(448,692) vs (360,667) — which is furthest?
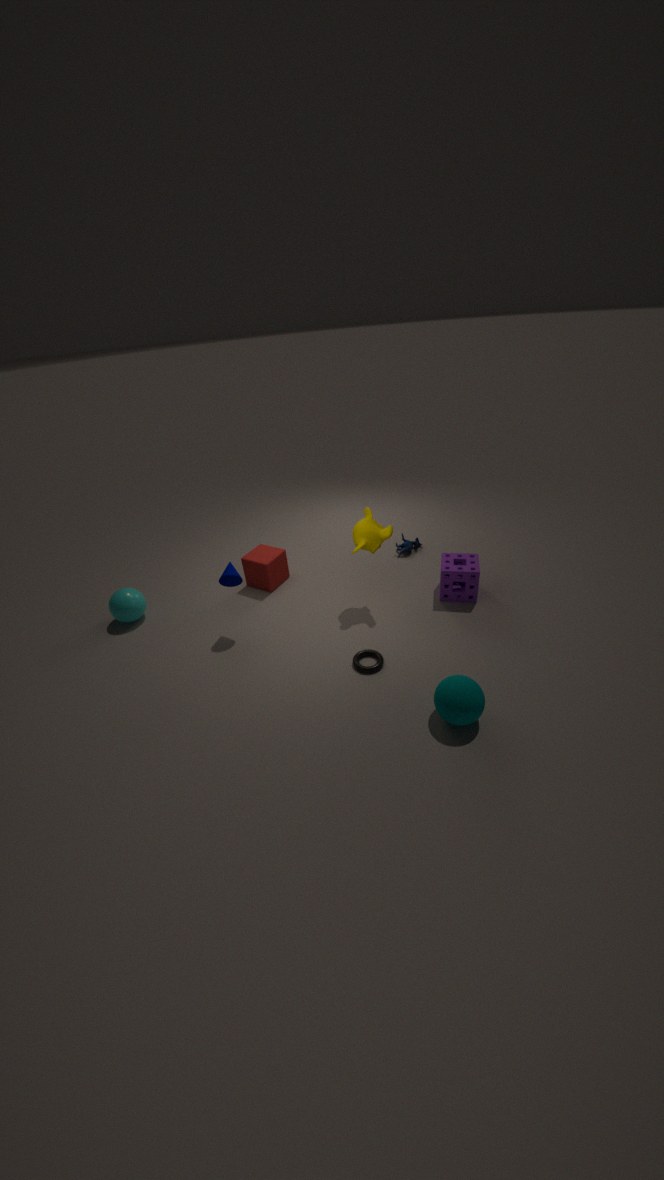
(360,667)
